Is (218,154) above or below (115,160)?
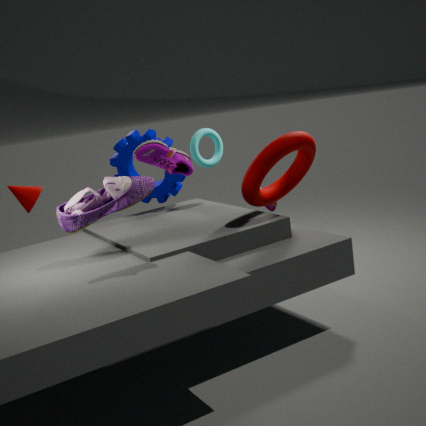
above
